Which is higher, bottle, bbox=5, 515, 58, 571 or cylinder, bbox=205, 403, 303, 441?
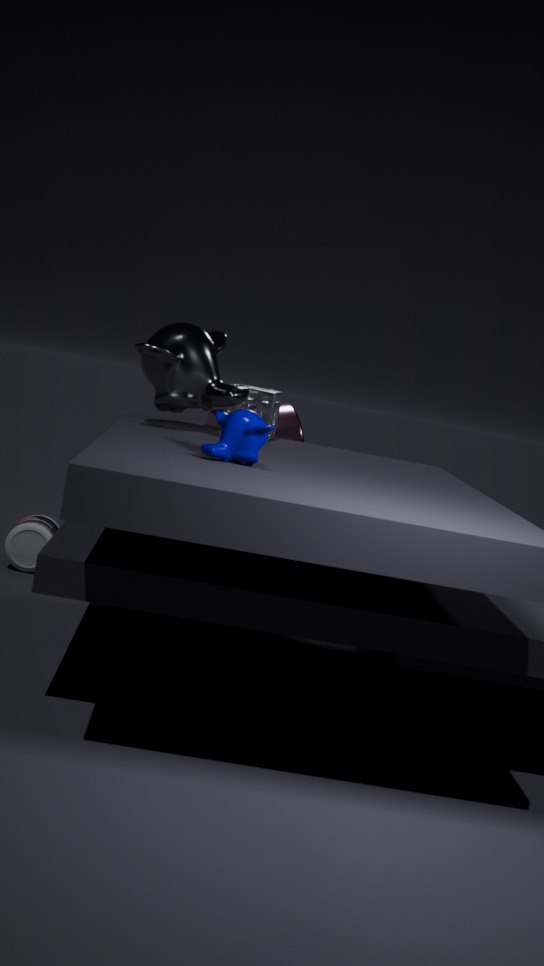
cylinder, bbox=205, 403, 303, 441
